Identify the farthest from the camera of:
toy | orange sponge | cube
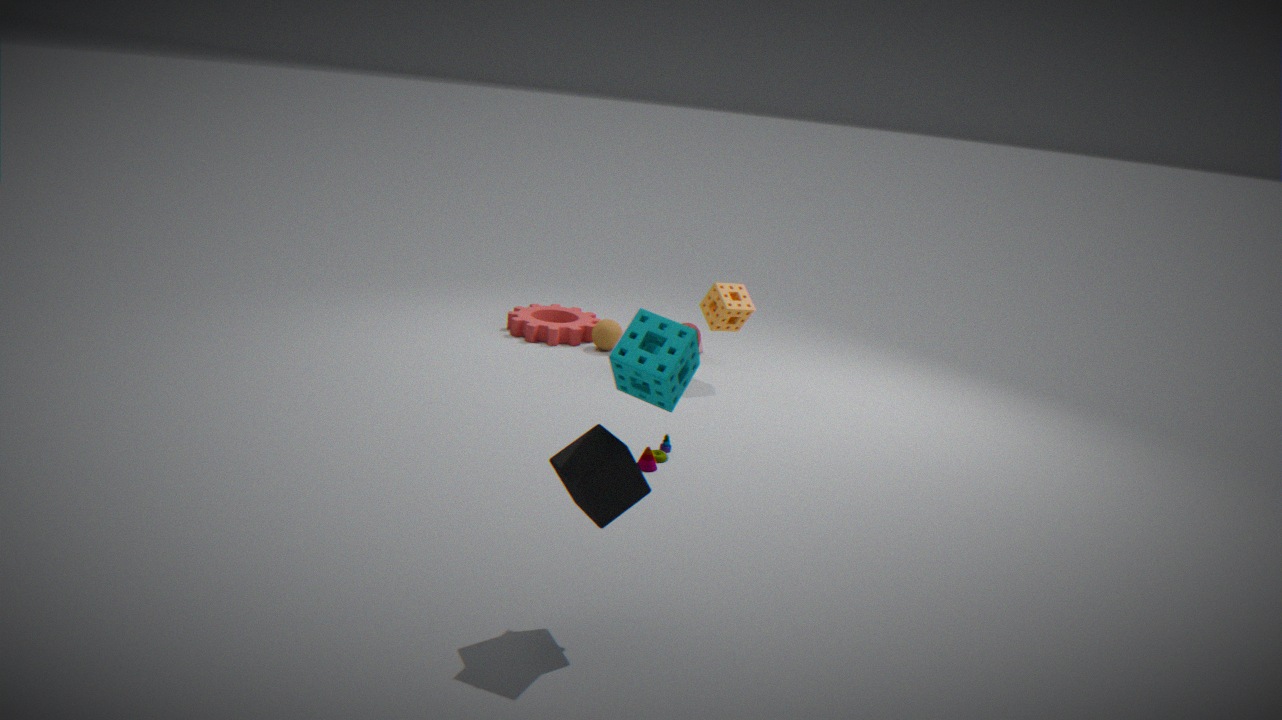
orange sponge
